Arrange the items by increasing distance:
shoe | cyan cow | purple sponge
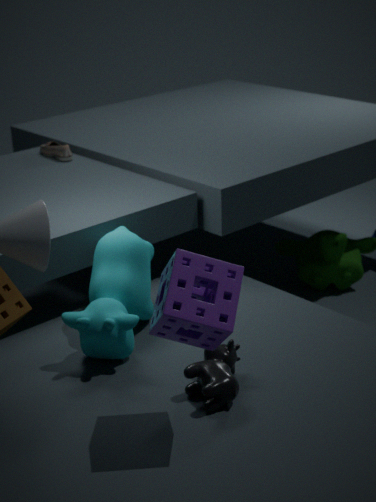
purple sponge < cyan cow < shoe
